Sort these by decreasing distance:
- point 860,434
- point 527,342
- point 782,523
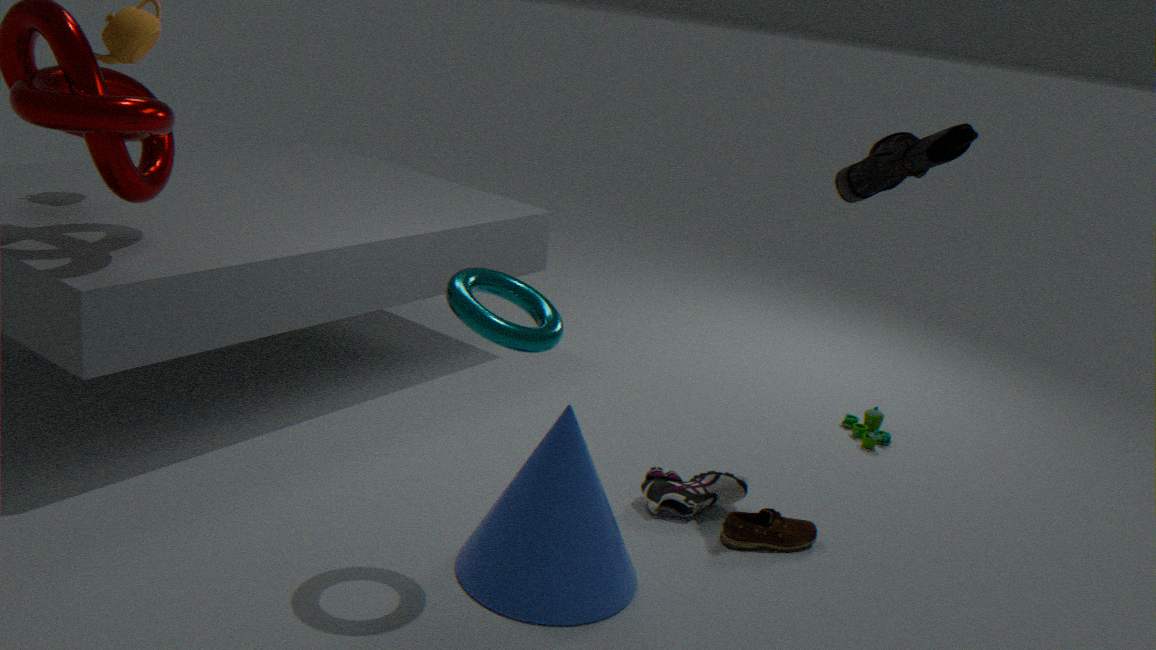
point 860,434 → point 782,523 → point 527,342
